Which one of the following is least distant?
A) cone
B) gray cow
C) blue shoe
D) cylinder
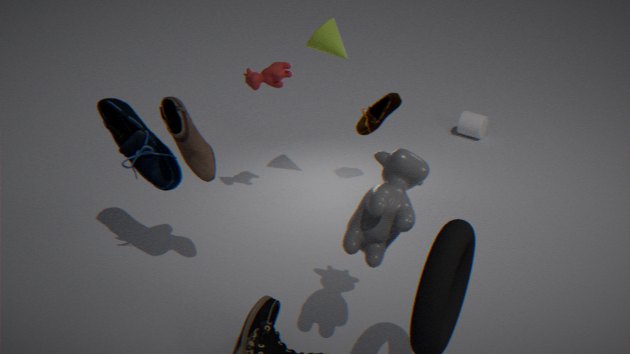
gray cow
